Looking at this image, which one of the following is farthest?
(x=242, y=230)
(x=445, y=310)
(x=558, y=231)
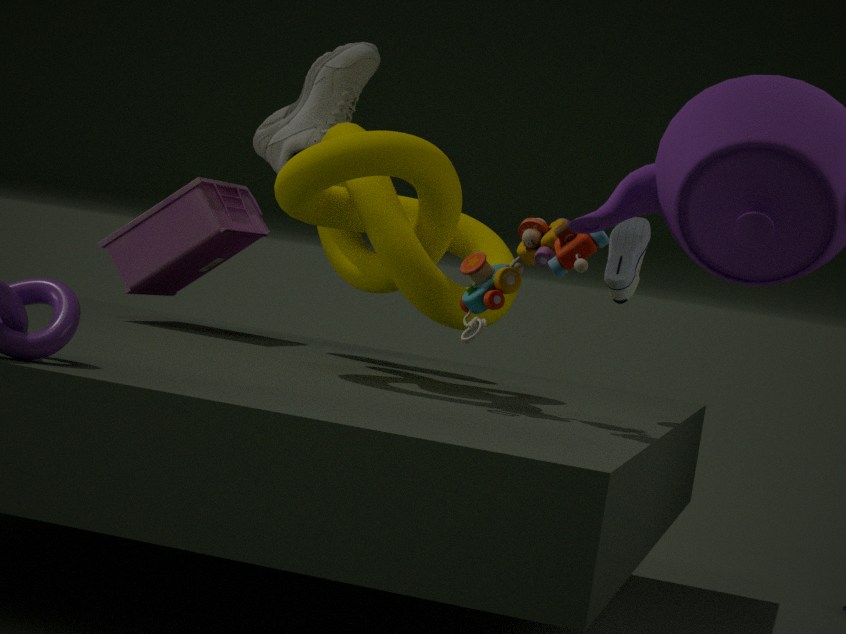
(x=242, y=230)
